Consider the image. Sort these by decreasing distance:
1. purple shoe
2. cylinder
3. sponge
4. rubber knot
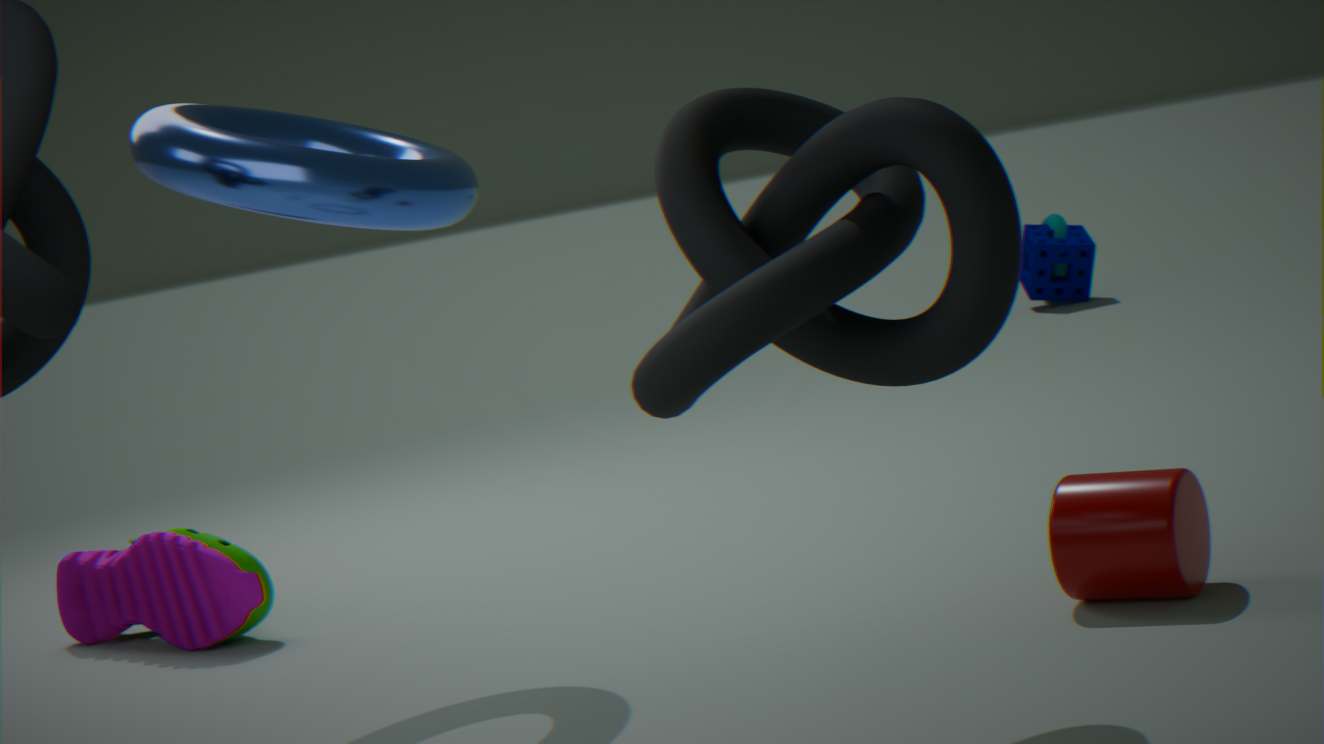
1. sponge
2. purple shoe
3. cylinder
4. rubber knot
